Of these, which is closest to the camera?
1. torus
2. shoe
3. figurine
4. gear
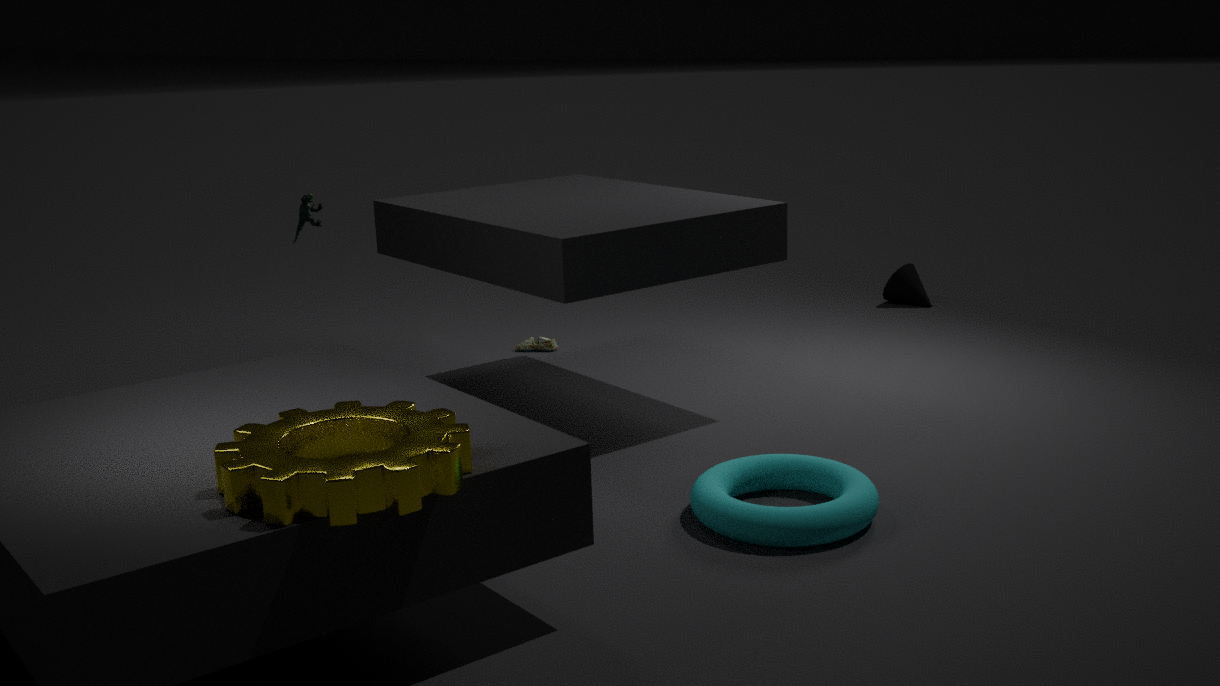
gear
